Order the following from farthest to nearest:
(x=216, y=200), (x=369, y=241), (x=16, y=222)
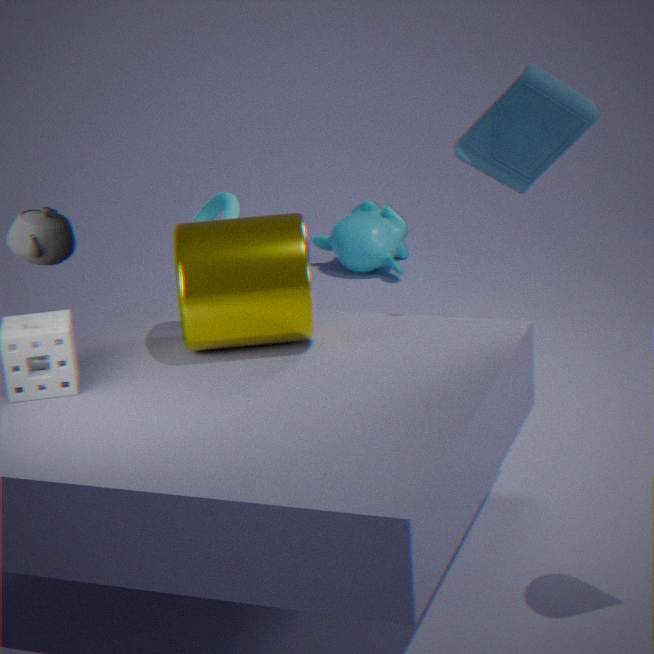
(x=369, y=241), (x=216, y=200), (x=16, y=222)
